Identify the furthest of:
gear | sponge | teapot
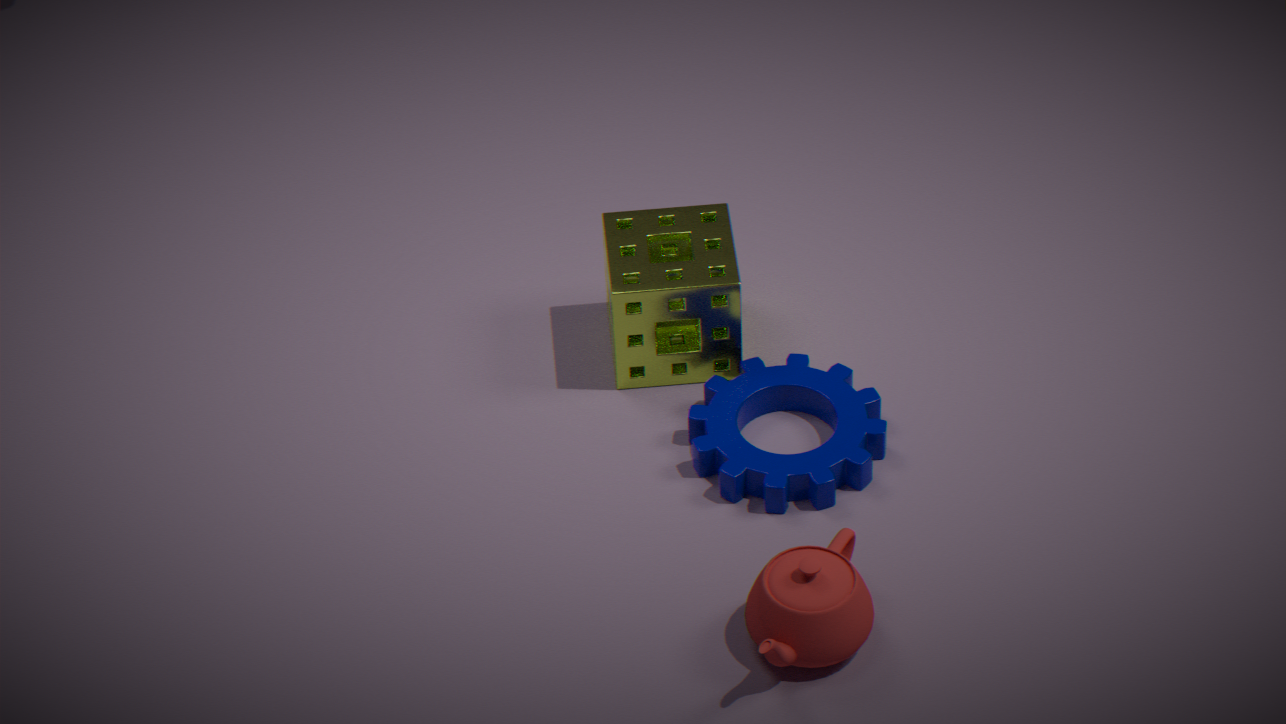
sponge
